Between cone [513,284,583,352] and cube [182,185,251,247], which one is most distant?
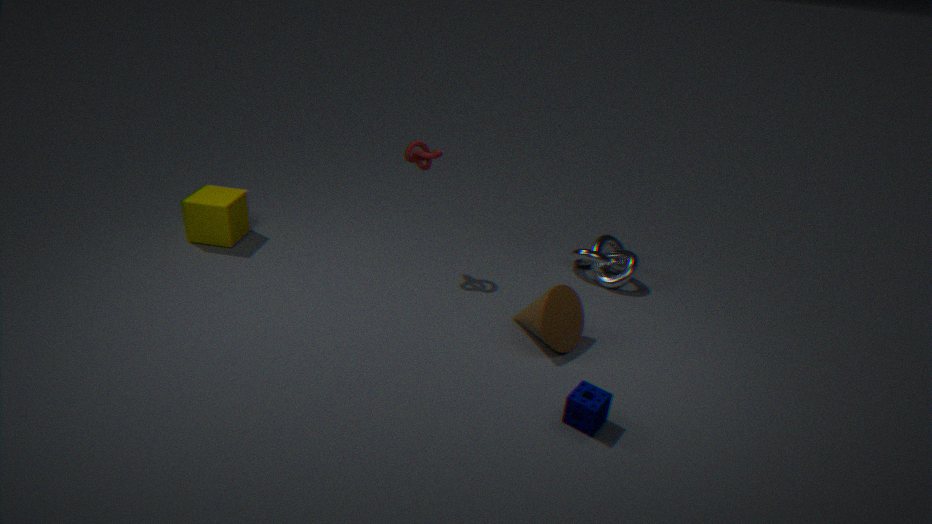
cube [182,185,251,247]
